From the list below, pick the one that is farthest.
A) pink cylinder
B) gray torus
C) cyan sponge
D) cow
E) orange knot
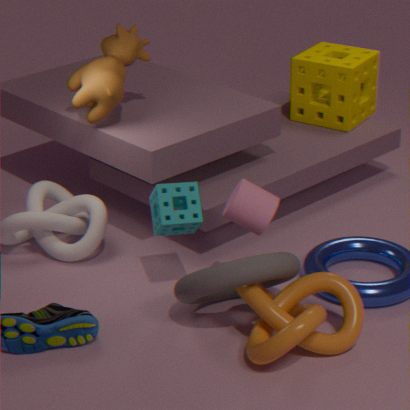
cow
